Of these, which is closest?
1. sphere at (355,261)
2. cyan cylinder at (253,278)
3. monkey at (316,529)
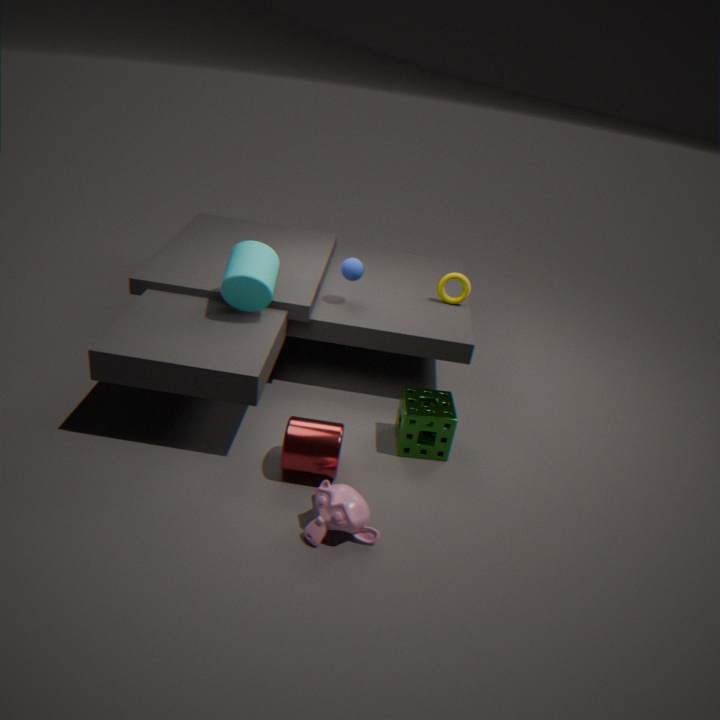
monkey at (316,529)
